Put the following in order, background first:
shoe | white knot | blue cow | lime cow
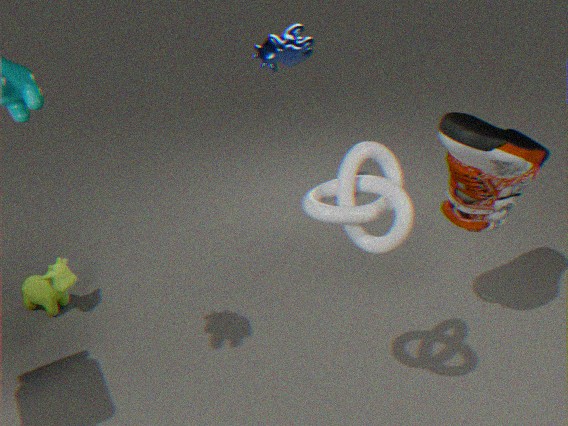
1. blue cow
2. lime cow
3. shoe
4. white knot
